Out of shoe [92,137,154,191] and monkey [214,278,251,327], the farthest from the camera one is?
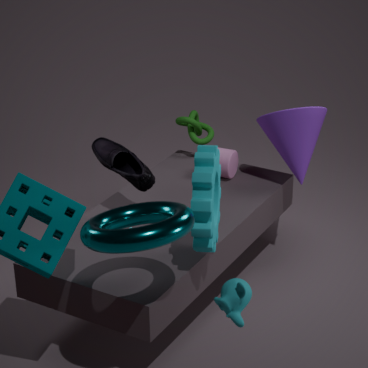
shoe [92,137,154,191]
